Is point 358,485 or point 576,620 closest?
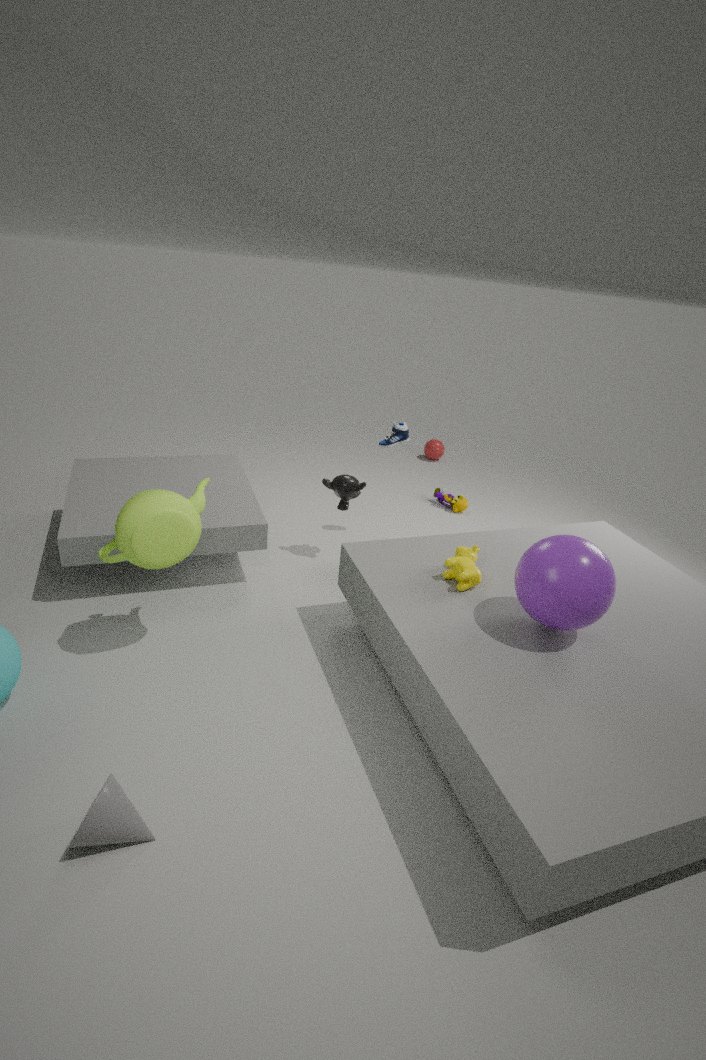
point 576,620
